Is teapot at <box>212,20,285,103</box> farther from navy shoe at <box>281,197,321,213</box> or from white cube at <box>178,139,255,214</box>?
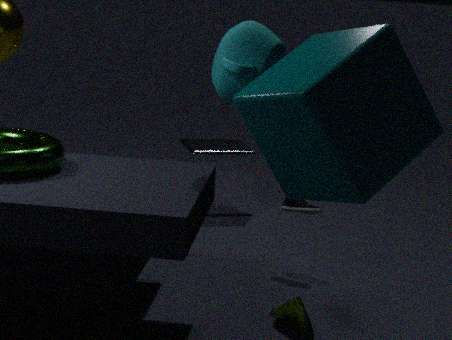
white cube at <box>178,139,255,214</box>
